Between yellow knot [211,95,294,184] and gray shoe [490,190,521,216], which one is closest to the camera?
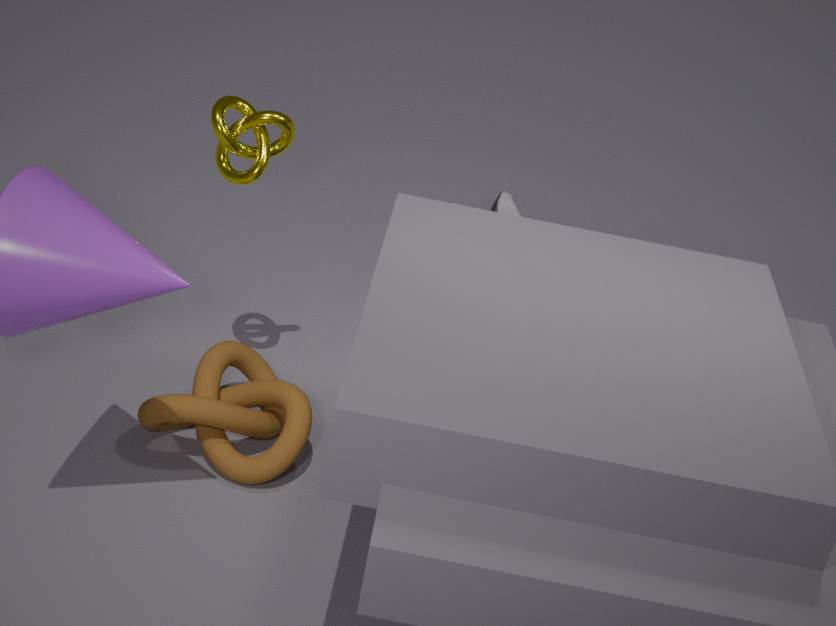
yellow knot [211,95,294,184]
